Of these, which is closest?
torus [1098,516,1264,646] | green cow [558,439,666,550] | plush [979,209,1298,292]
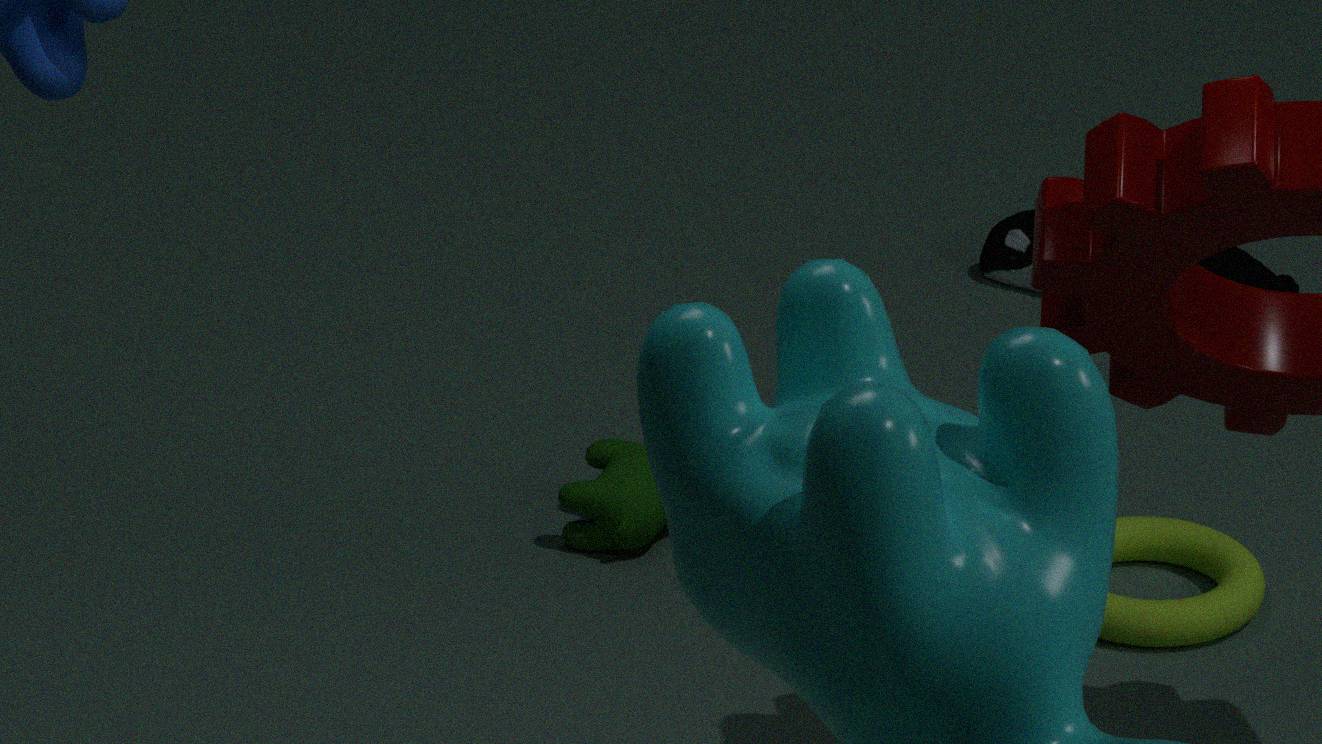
torus [1098,516,1264,646]
